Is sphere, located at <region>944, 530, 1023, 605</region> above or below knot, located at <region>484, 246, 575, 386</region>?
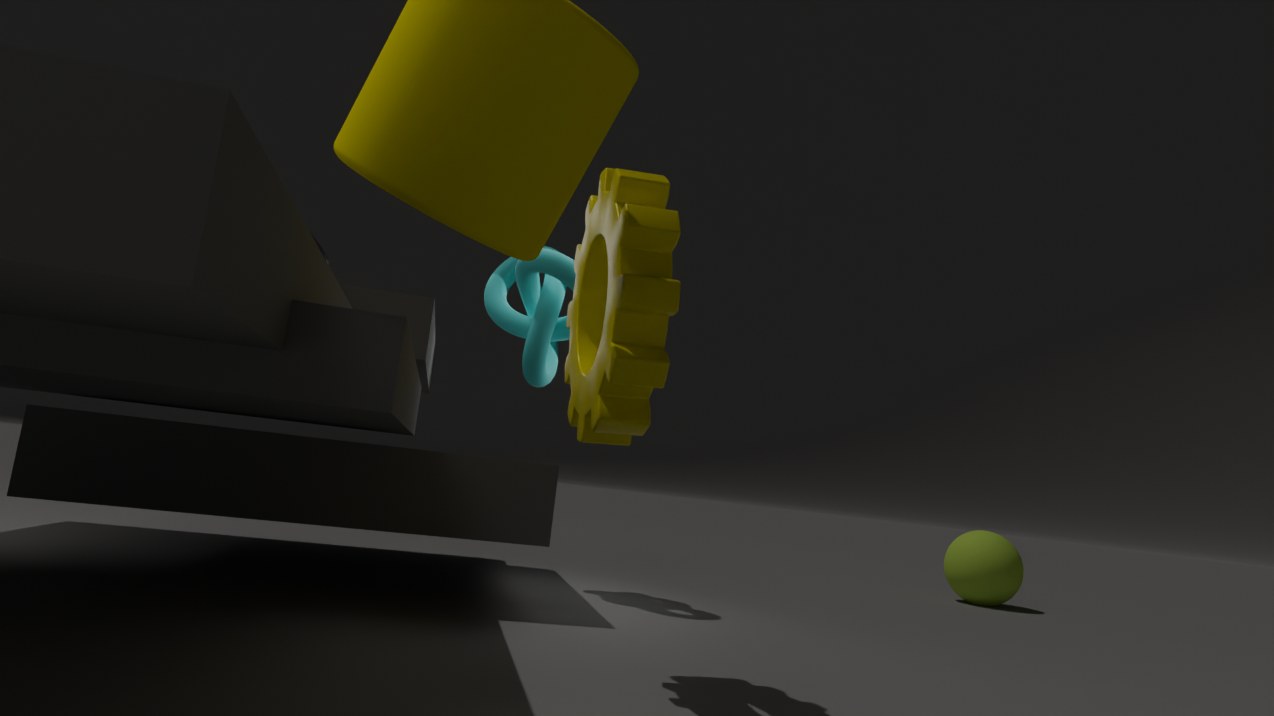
below
